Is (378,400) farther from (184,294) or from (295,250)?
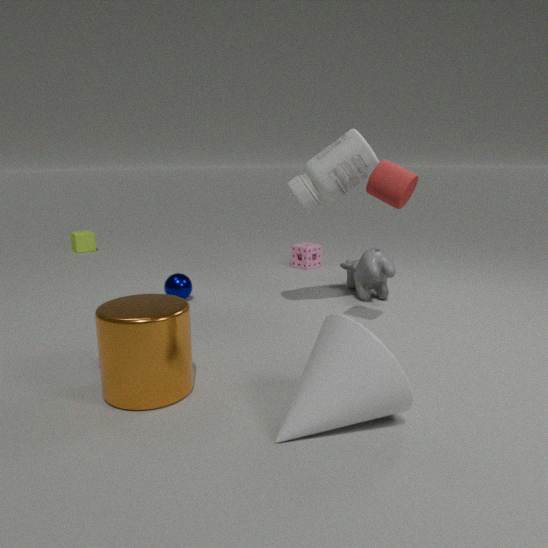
(295,250)
